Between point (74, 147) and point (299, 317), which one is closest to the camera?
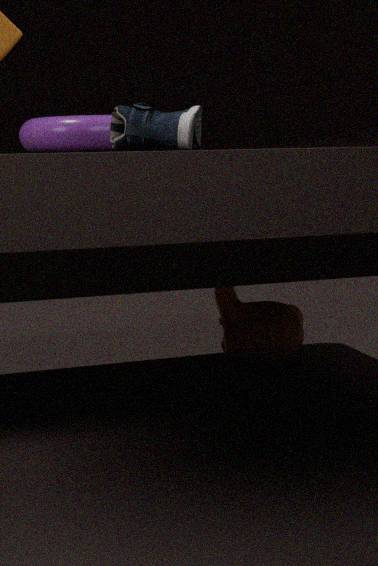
point (74, 147)
